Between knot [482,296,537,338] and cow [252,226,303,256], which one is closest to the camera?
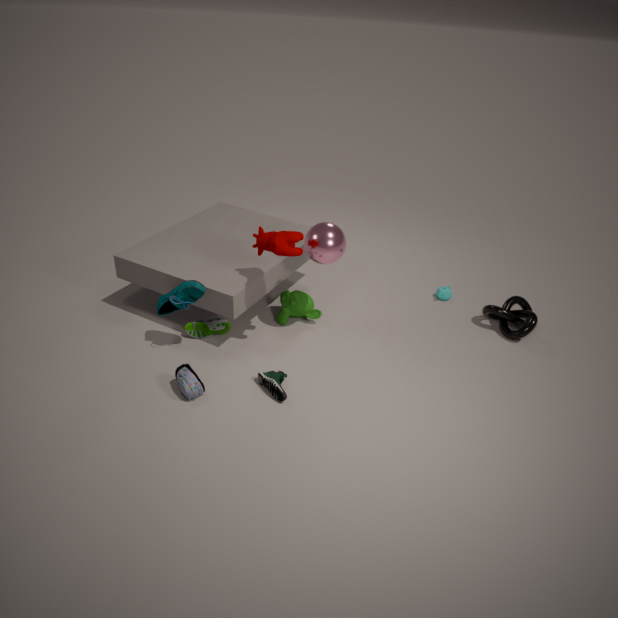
cow [252,226,303,256]
